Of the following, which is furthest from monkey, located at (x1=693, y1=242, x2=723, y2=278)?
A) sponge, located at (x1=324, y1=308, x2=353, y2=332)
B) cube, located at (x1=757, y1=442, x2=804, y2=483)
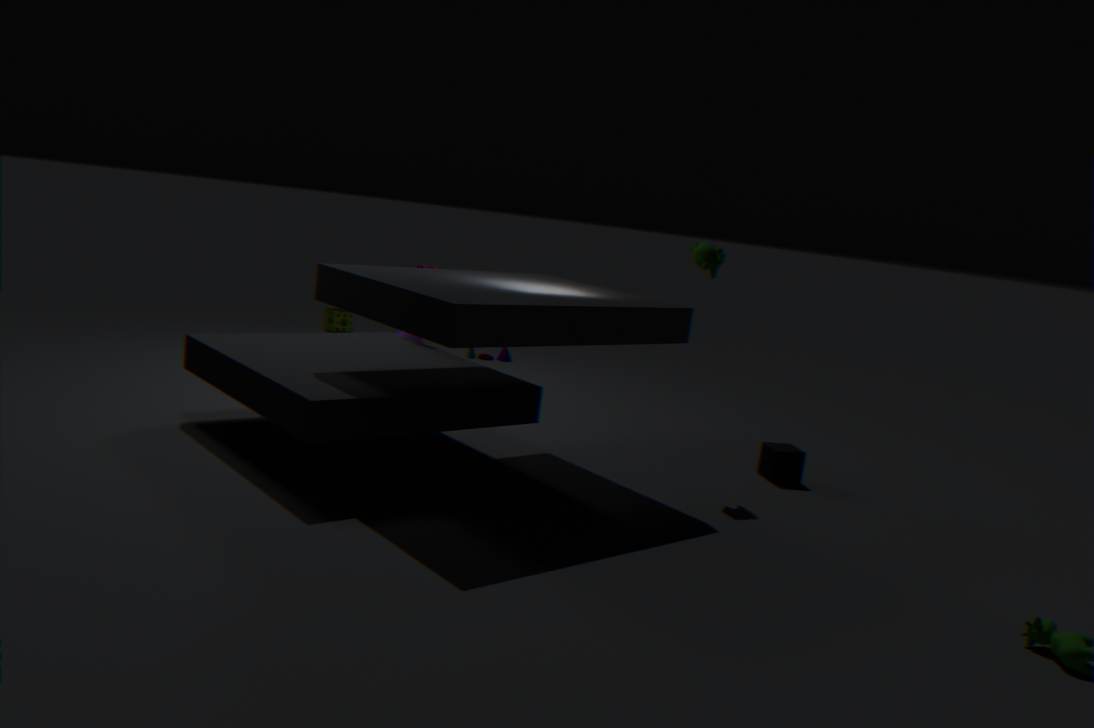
sponge, located at (x1=324, y1=308, x2=353, y2=332)
